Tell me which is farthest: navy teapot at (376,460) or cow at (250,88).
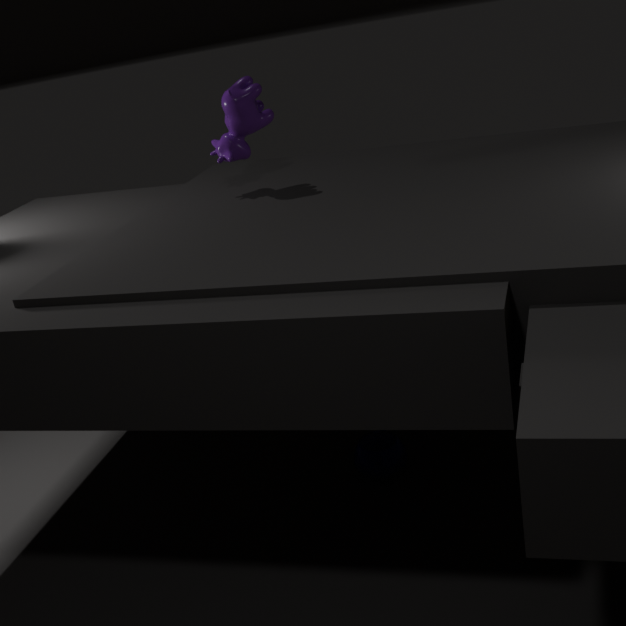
navy teapot at (376,460)
